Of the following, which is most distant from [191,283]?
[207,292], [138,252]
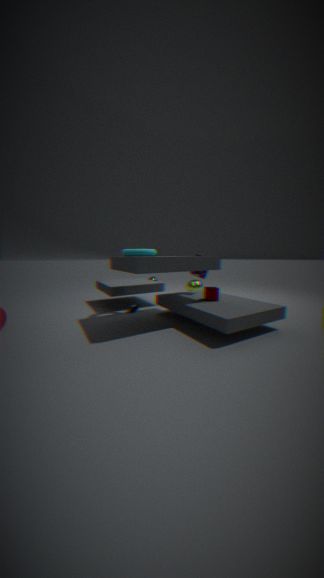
[138,252]
